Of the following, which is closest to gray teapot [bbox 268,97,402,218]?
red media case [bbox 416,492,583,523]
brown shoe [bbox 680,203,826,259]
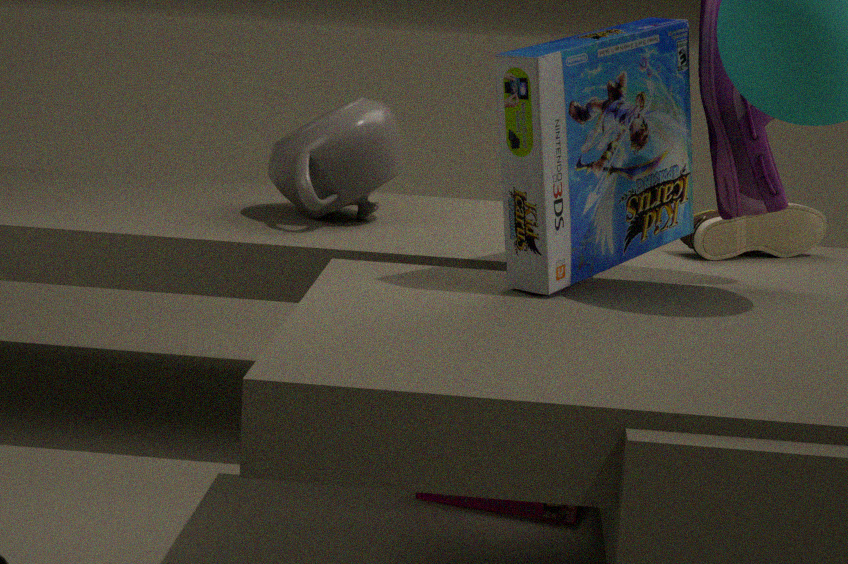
red media case [bbox 416,492,583,523]
